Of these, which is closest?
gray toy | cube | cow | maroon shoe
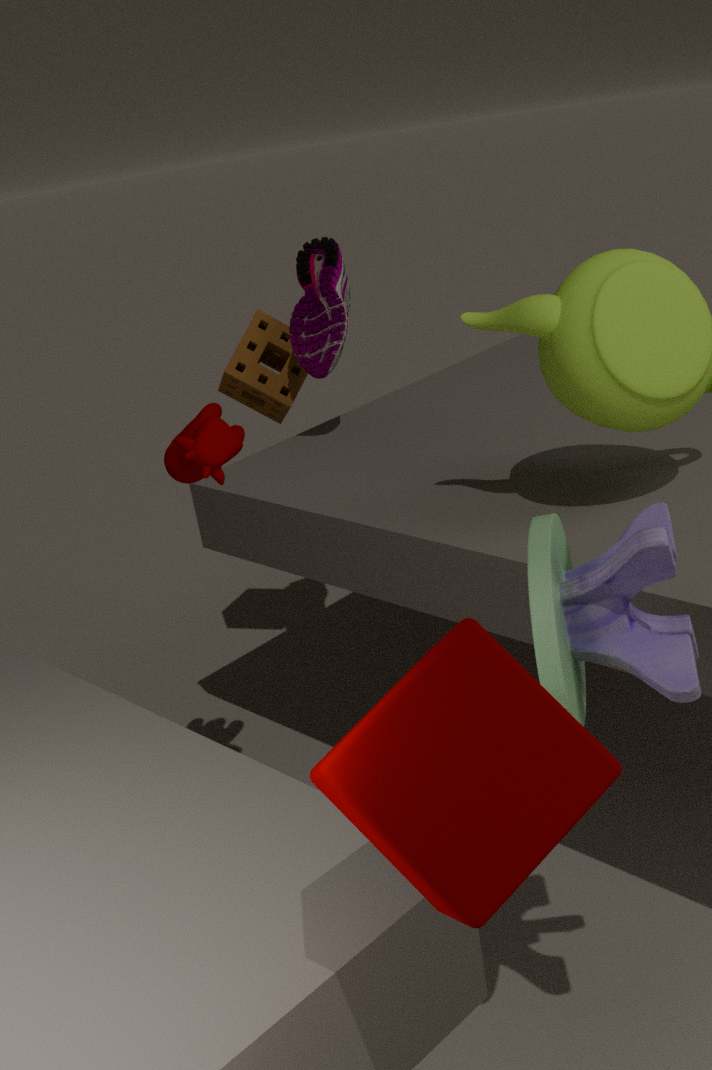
cube
